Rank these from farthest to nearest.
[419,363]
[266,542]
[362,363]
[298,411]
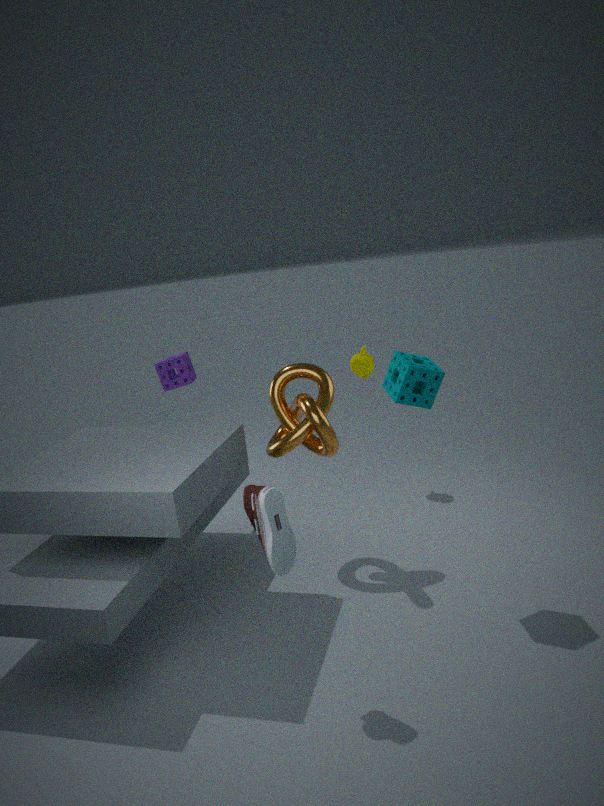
[362,363]
[298,411]
[419,363]
[266,542]
